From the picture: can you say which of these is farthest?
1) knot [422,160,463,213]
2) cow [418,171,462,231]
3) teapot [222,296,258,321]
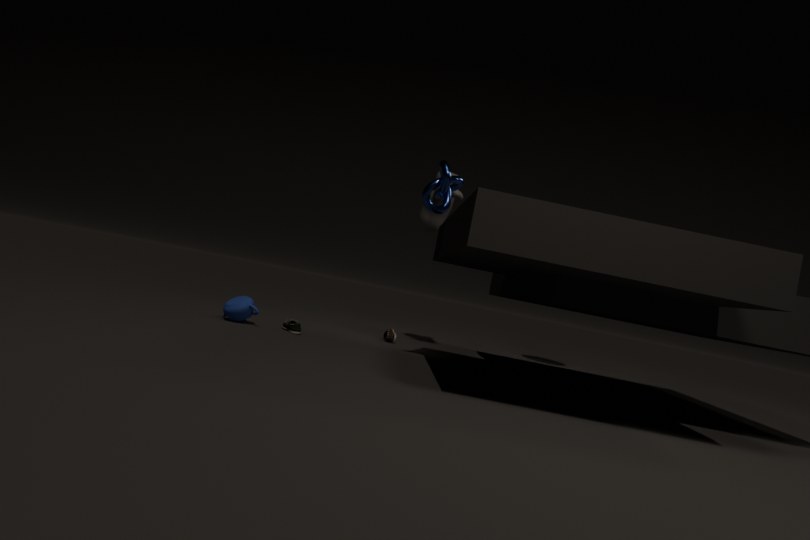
2. cow [418,171,462,231]
